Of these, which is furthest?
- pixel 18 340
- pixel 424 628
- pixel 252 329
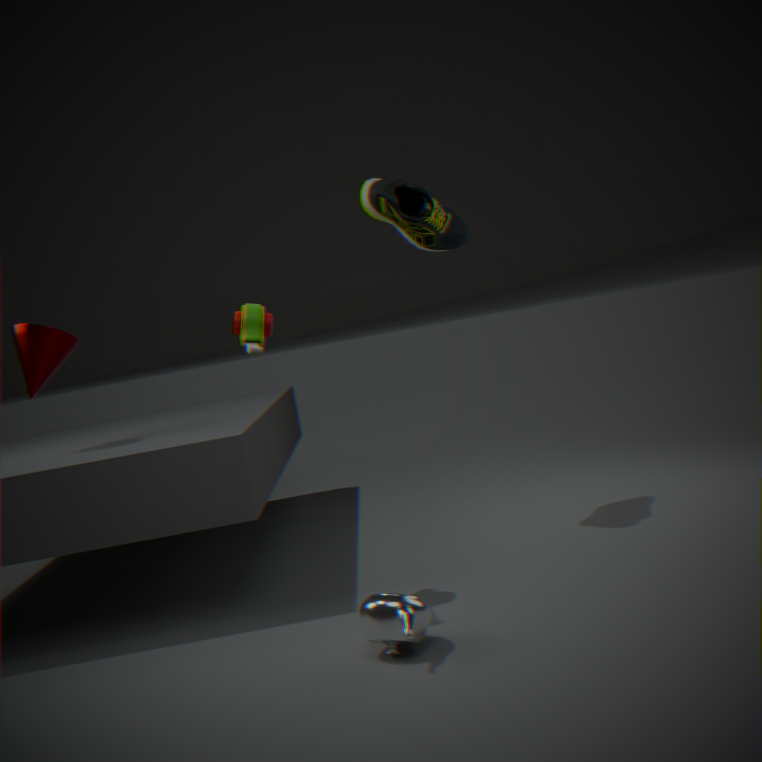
pixel 18 340
